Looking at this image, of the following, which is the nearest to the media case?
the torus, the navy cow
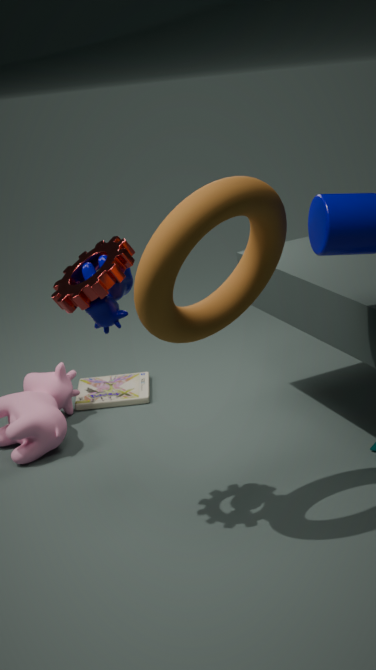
the torus
